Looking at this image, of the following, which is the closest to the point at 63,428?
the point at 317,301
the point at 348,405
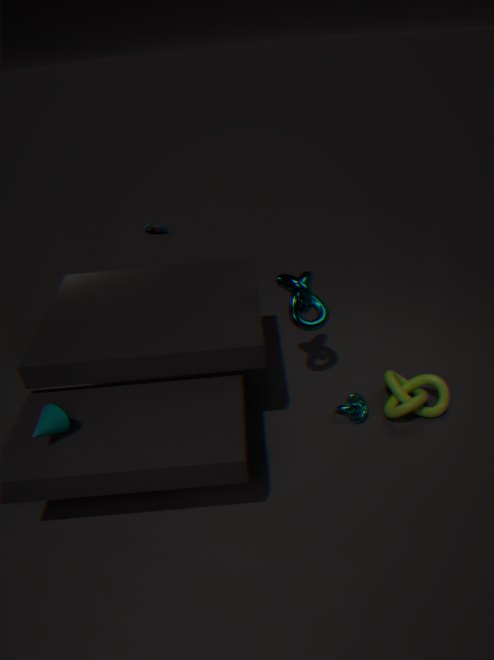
the point at 317,301
